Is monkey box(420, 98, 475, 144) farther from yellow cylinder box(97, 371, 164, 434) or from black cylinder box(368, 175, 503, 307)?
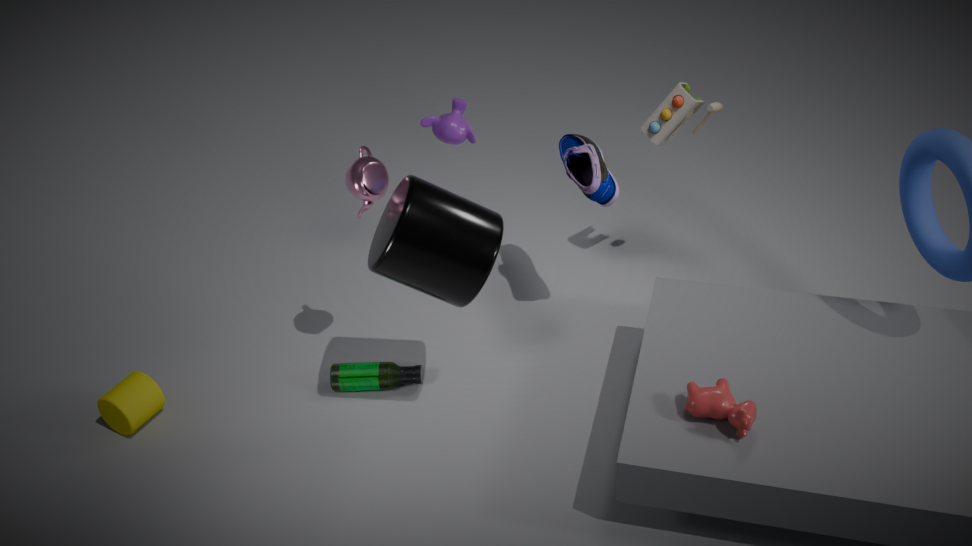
yellow cylinder box(97, 371, 164, 434)
